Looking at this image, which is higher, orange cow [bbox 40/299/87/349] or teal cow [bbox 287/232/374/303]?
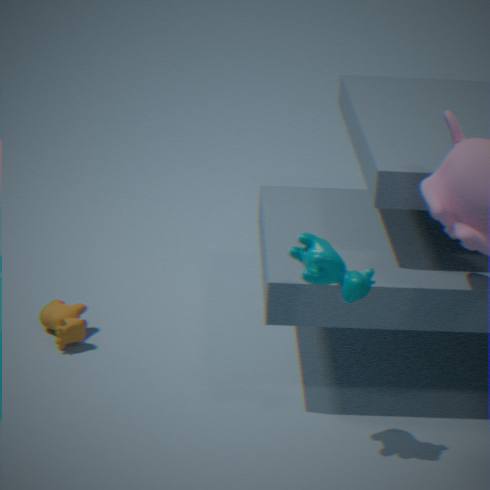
teal cow [bbox 287/232/374/303]
